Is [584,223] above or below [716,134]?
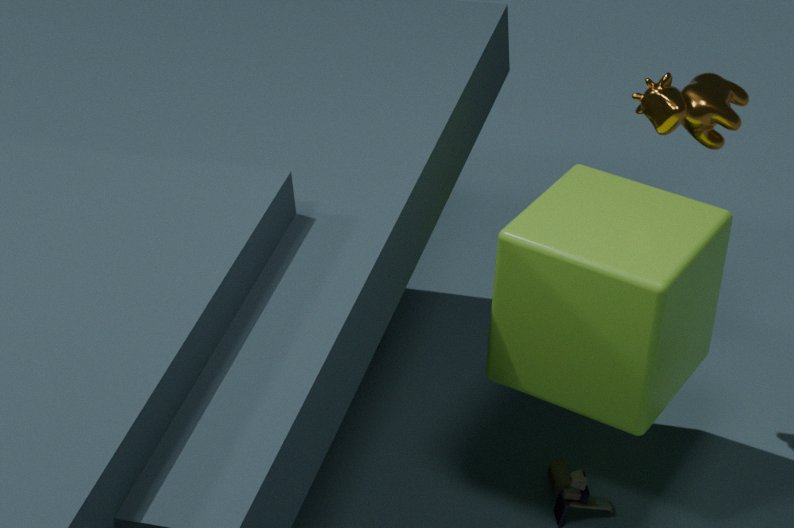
below
